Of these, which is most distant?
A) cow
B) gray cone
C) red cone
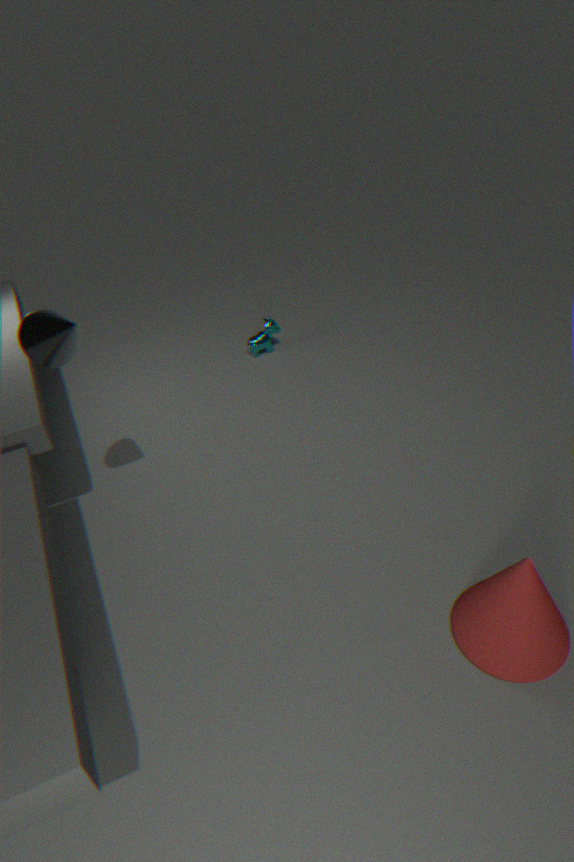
cow
